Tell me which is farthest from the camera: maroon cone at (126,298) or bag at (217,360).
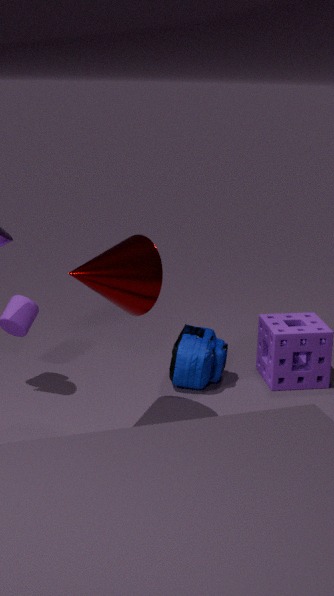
bag at (217,360)
